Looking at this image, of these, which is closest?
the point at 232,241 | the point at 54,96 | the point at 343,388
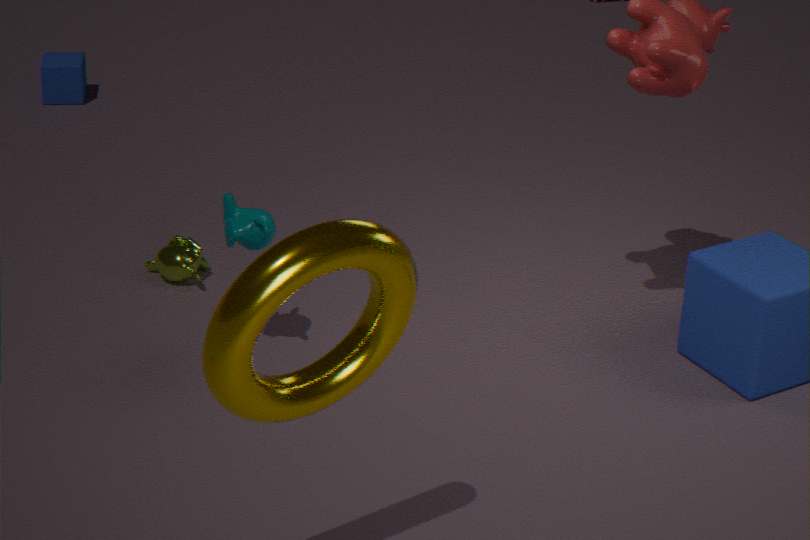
the point at 343,388
